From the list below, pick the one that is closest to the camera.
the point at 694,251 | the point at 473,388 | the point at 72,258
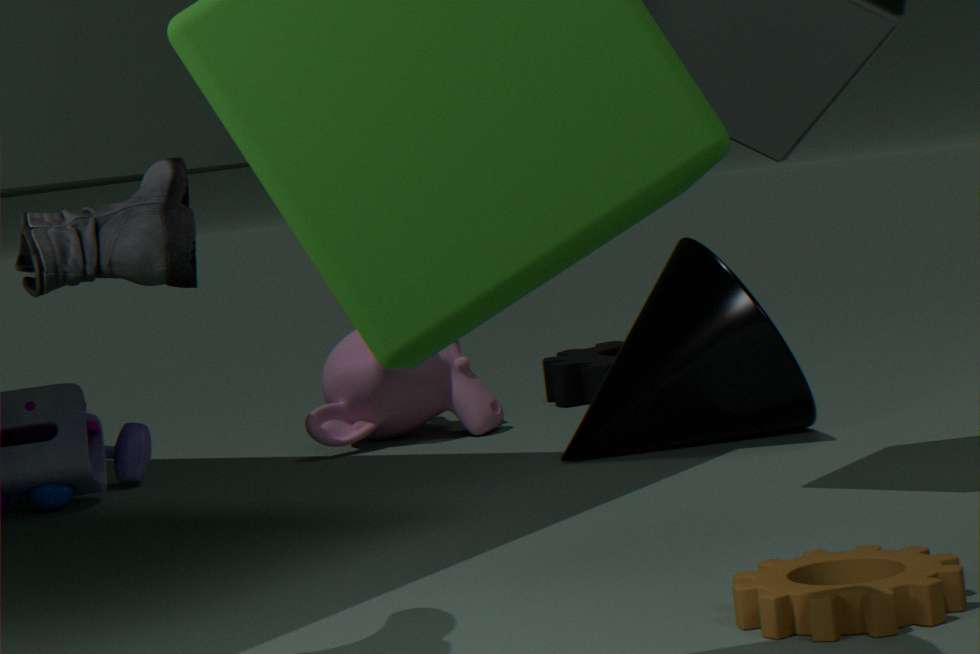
the point at 72,258
